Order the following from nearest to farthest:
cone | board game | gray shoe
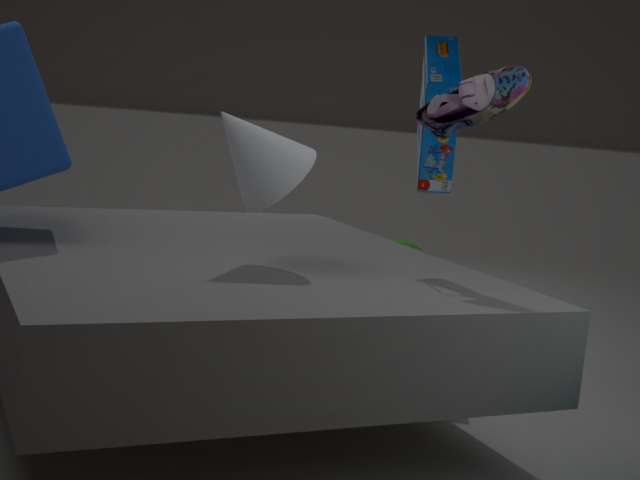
cone
gray shoe
board game
